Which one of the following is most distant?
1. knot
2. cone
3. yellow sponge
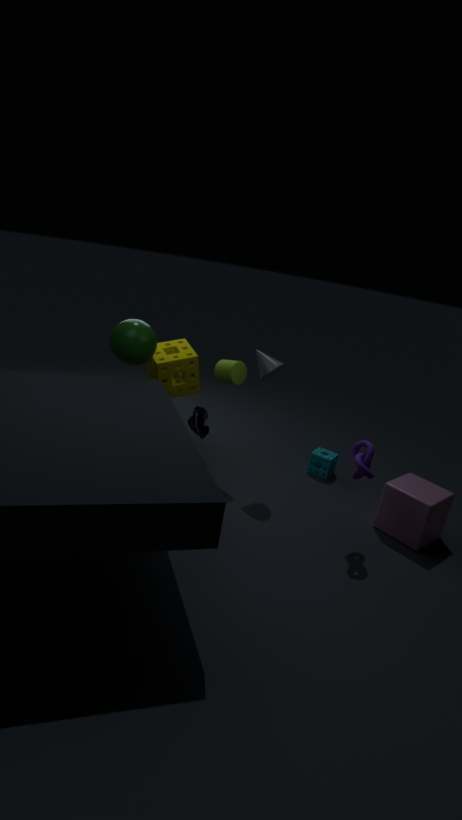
yellow sponge
